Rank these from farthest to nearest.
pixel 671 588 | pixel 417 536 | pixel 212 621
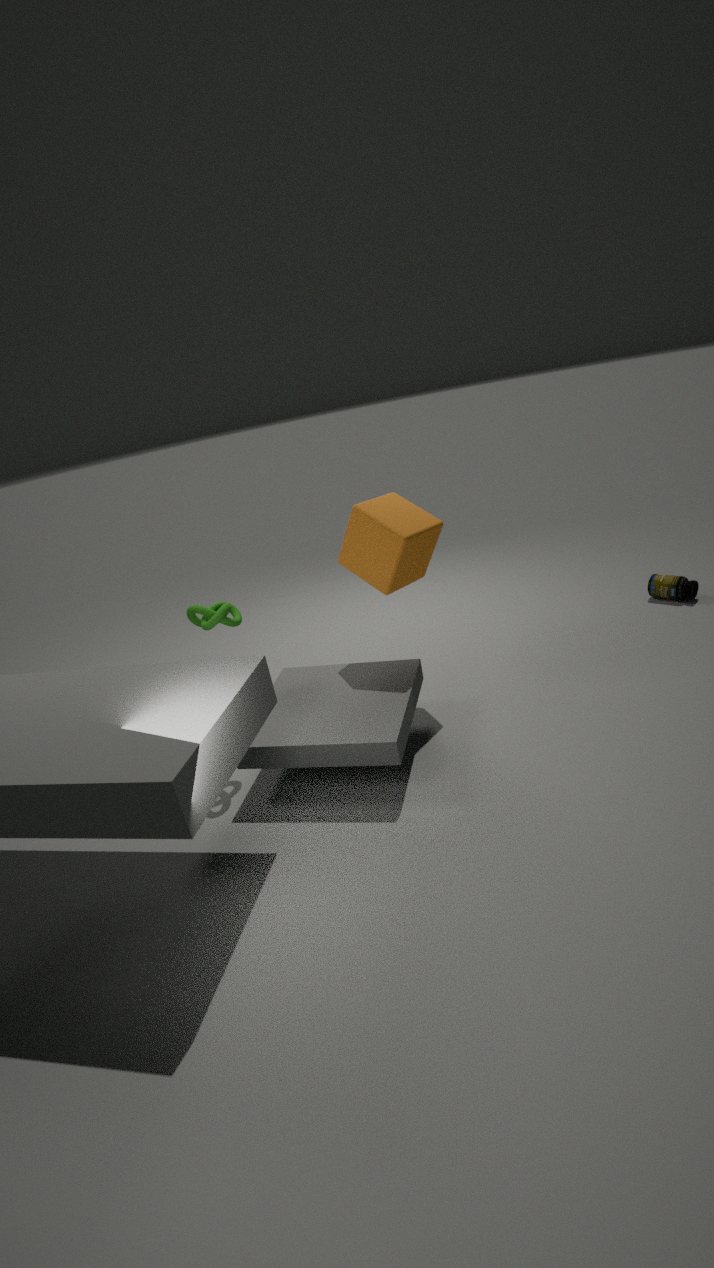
pixel 671 588 < pixel 417 536 < pixel 212 621
